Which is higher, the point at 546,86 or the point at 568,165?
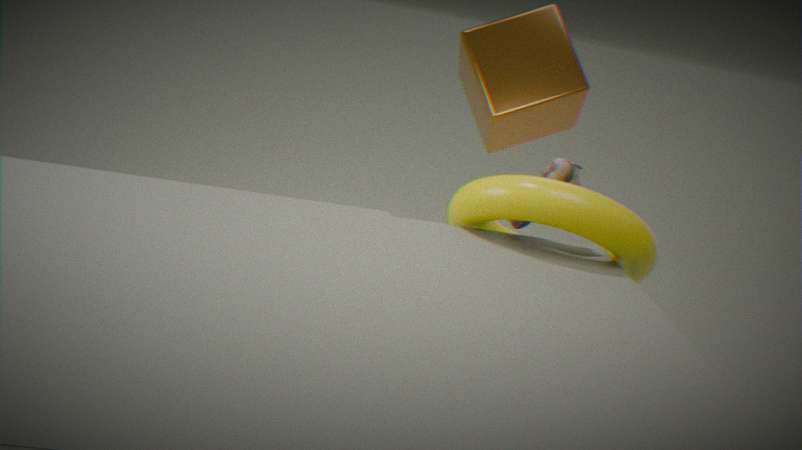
the point at 546,86
